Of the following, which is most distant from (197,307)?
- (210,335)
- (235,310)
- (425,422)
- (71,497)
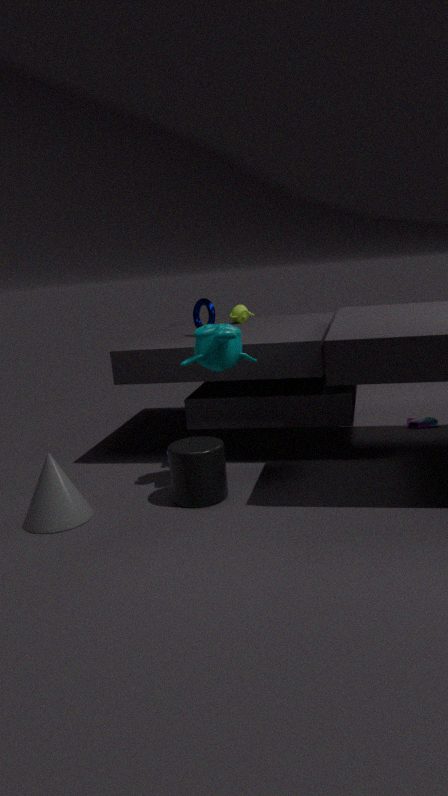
(425,422)
